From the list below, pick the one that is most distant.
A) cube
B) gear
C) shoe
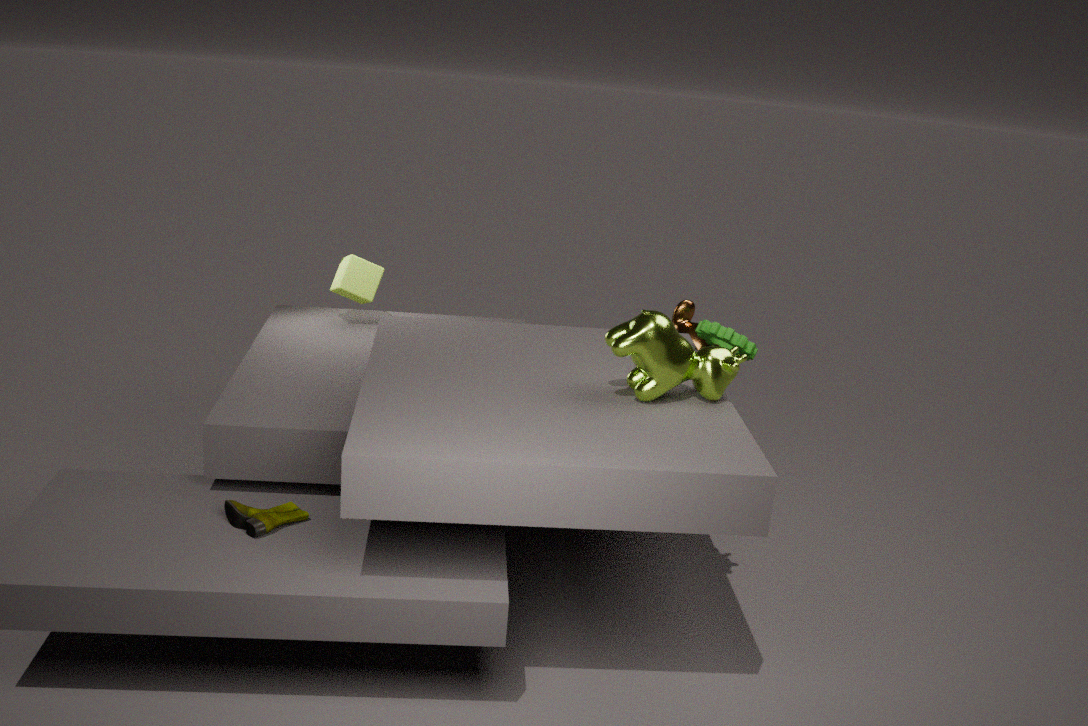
cube
